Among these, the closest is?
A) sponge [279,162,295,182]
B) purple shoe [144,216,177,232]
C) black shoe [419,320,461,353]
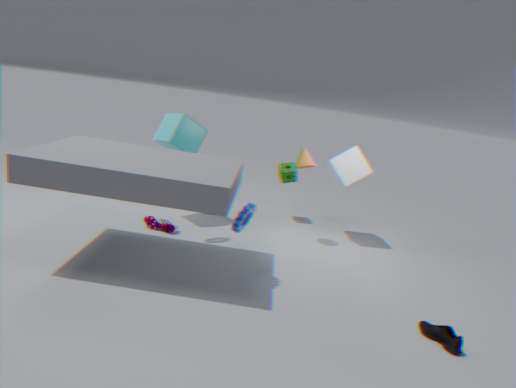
black shoe [419,320,461,353]
